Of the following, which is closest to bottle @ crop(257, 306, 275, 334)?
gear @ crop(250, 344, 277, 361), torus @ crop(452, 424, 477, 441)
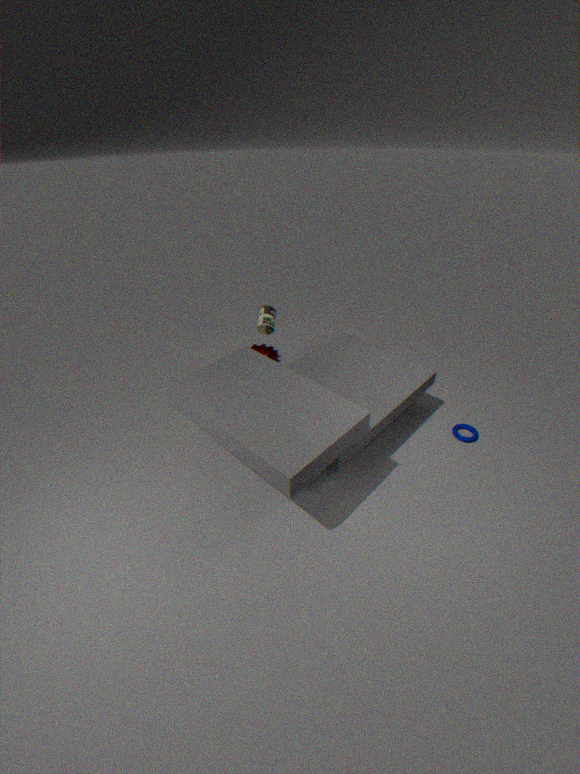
gear @ crop(250, 344, 277, 361)
